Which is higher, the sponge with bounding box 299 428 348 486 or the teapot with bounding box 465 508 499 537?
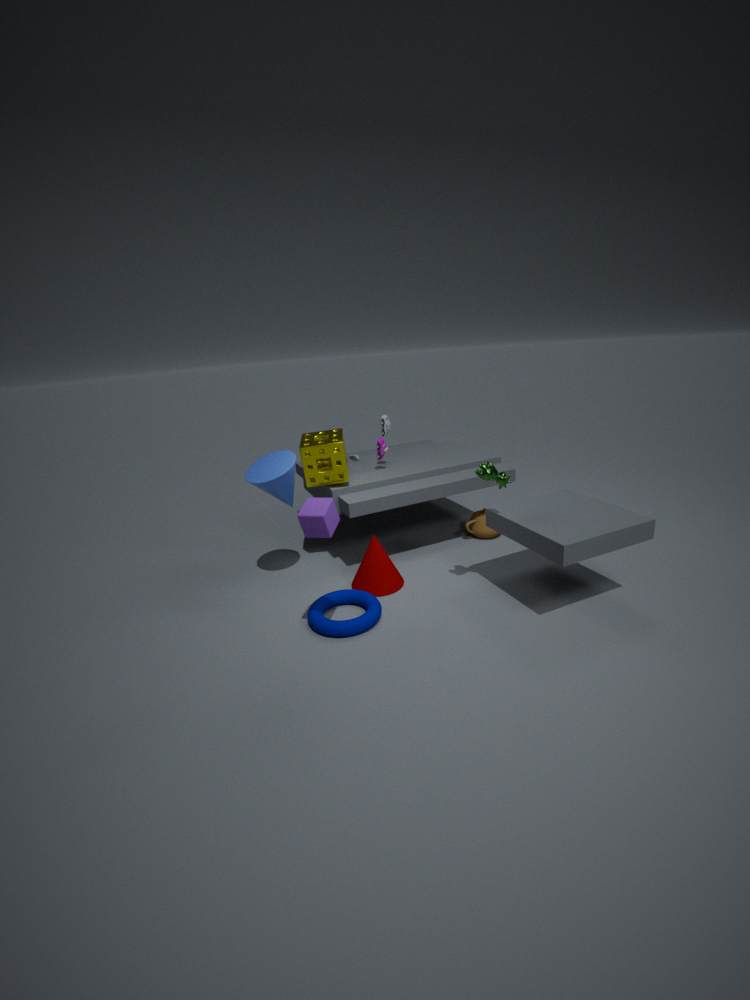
the sponge with bounding box 299 428 348 486
